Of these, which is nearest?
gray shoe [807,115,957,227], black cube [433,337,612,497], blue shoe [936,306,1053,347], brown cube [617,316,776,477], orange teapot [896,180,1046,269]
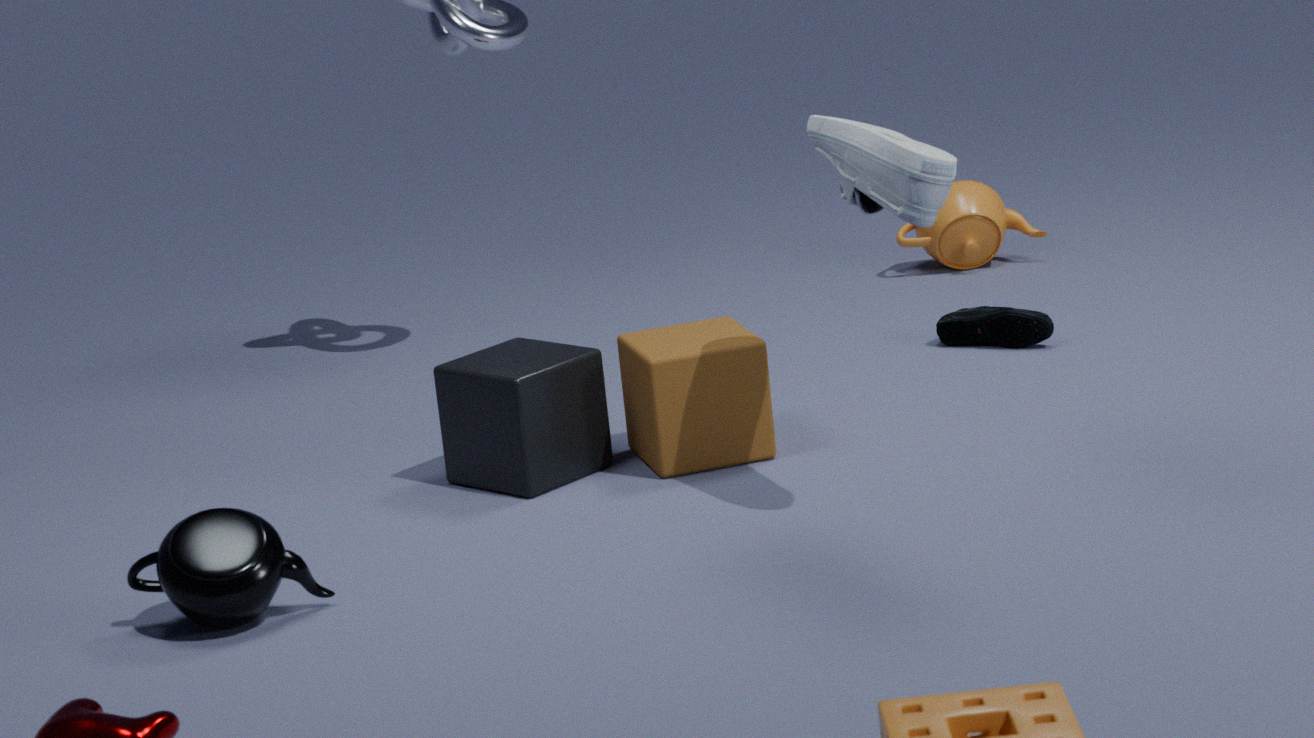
gray shoe [807,115,957,227]
